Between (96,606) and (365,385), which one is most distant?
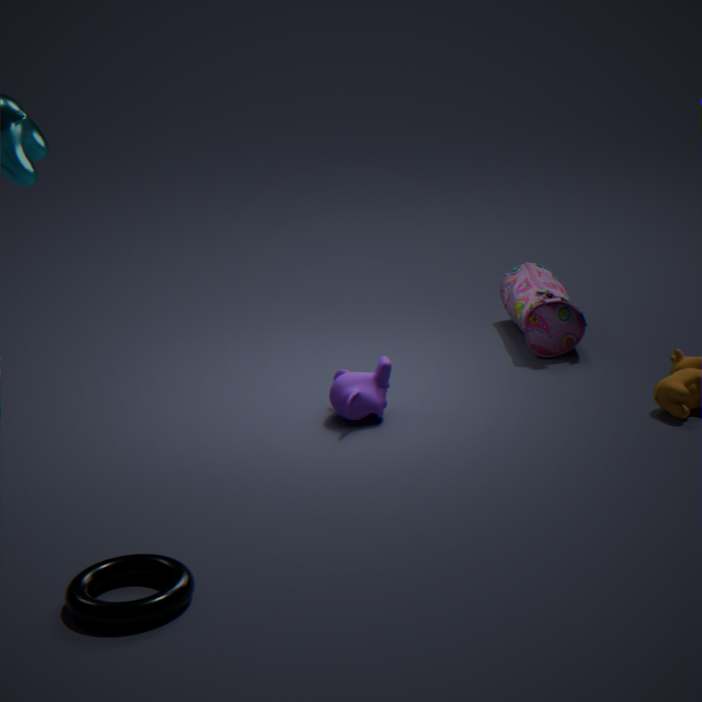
(365,385)
